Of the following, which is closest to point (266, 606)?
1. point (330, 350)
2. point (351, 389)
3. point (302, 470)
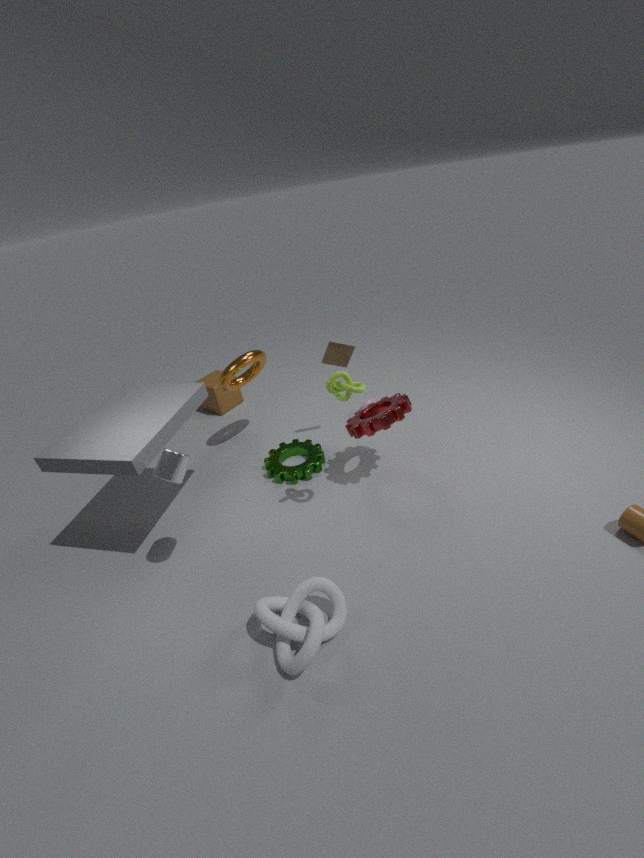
point (351, 389)
